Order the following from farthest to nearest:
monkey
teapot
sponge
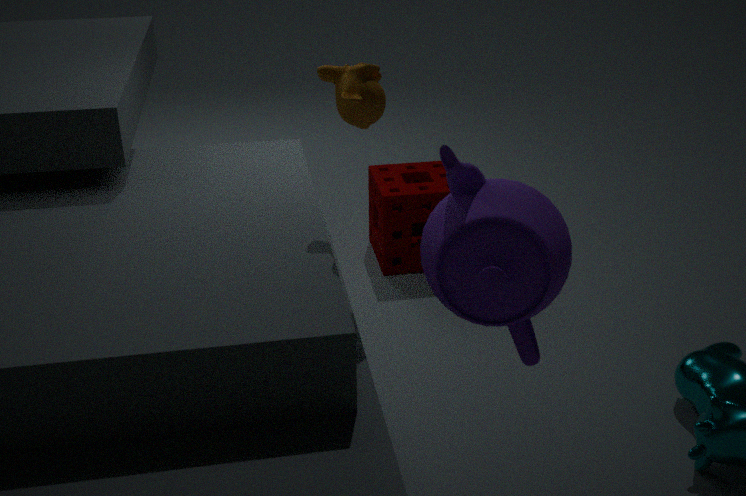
sponge → monkey → teapot
